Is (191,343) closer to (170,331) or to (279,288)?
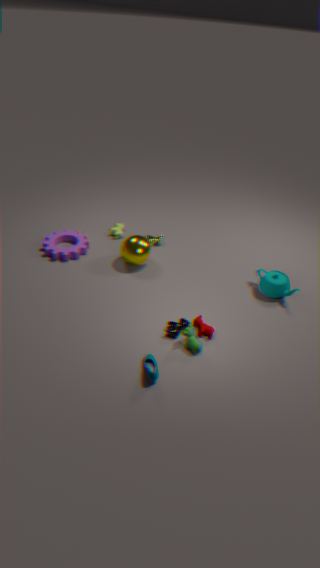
(170,331)
